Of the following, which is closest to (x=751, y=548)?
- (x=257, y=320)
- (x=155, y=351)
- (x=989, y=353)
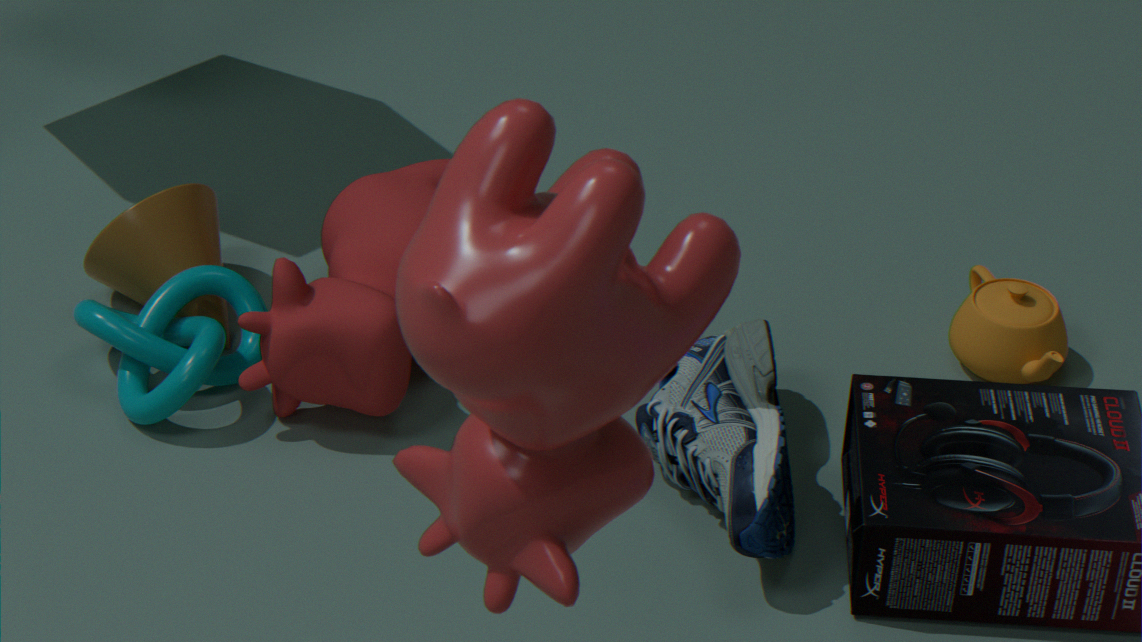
(x=989, y=353)
